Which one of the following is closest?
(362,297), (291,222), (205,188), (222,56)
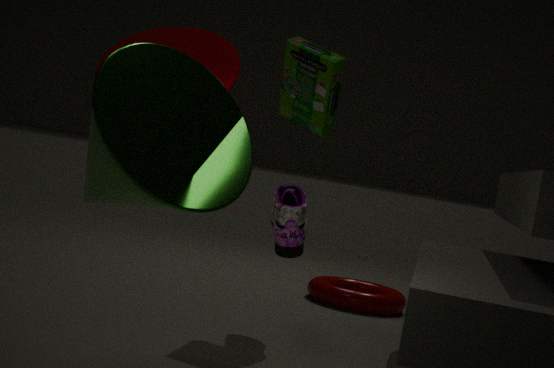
(205,188)
